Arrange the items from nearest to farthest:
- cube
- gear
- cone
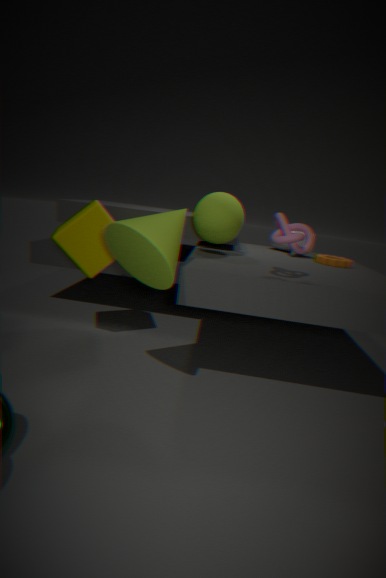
cone < cube < gear
